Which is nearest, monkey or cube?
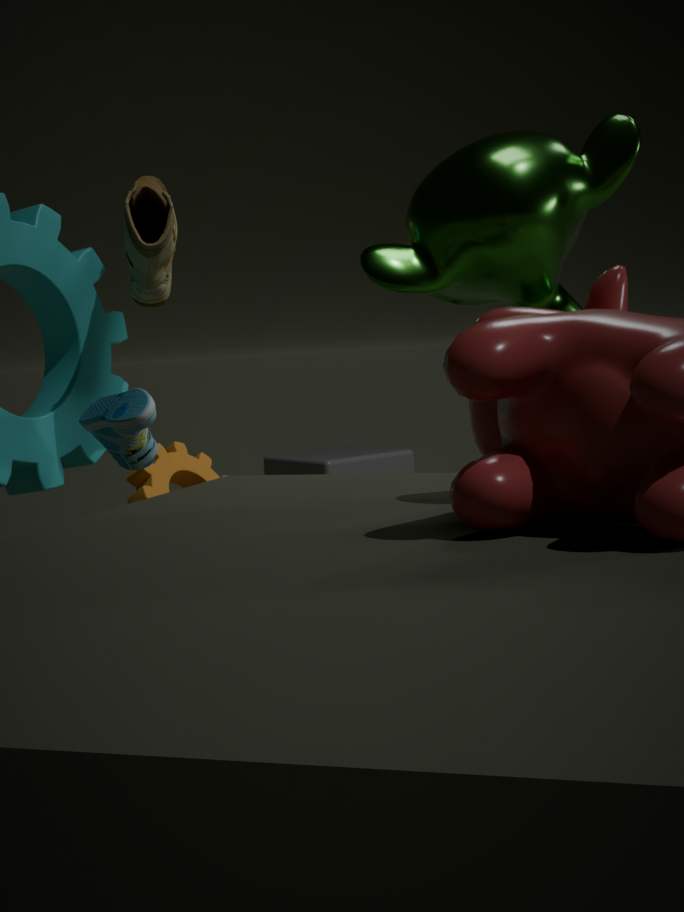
monkey
